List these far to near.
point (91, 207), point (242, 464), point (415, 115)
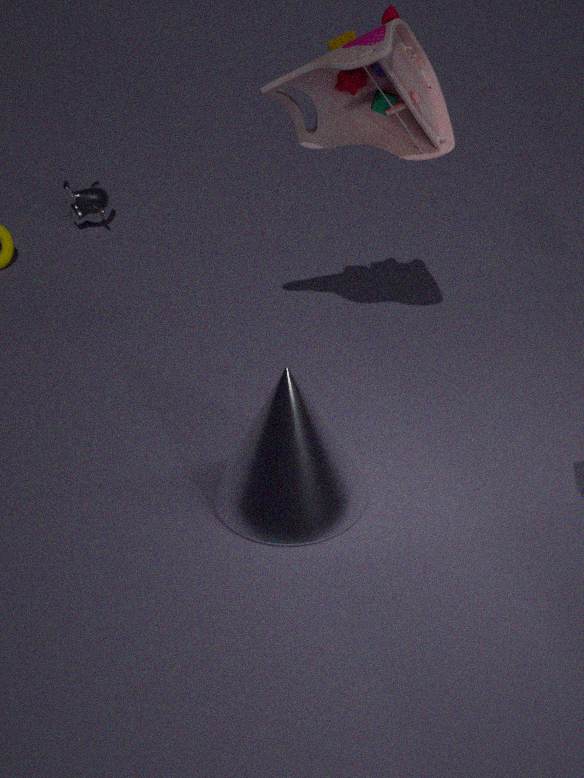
point (91, 207) → point (242, 464) → point (415, 115)
